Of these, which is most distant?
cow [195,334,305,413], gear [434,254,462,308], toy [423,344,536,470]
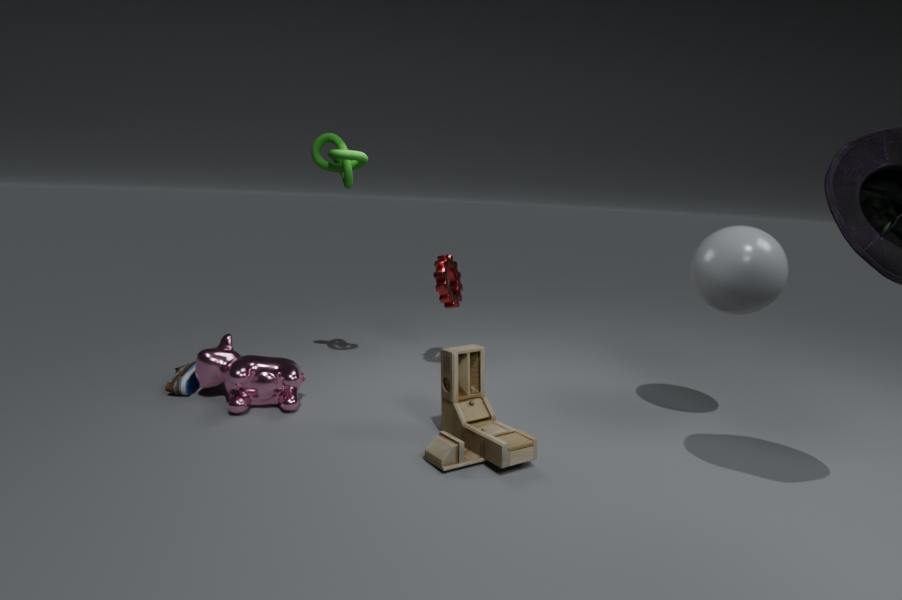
gear [434,254,462,308]
